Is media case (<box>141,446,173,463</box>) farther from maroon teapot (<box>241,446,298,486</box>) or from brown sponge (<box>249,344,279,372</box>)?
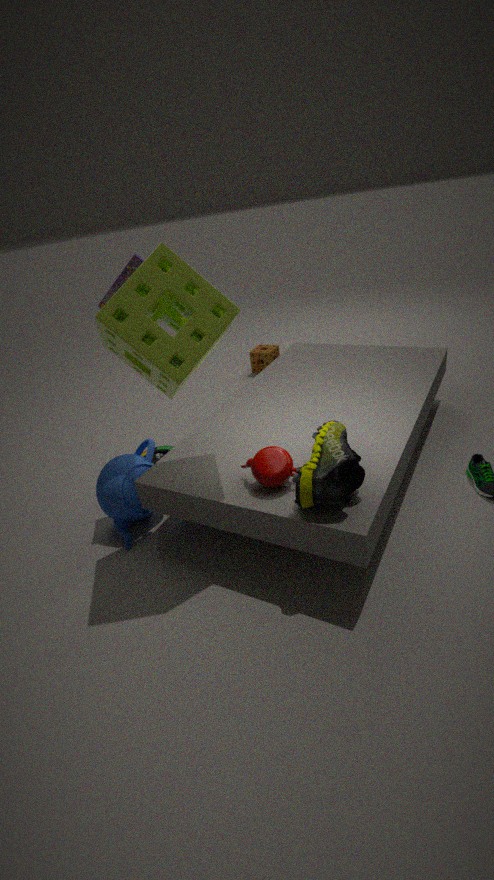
brown sponge (<box>249,344,279,372</box>)
